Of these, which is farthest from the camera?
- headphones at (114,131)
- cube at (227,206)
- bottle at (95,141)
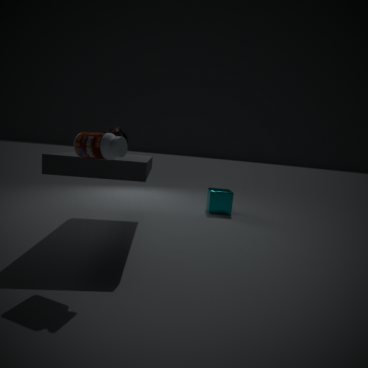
cube at (227,206)
